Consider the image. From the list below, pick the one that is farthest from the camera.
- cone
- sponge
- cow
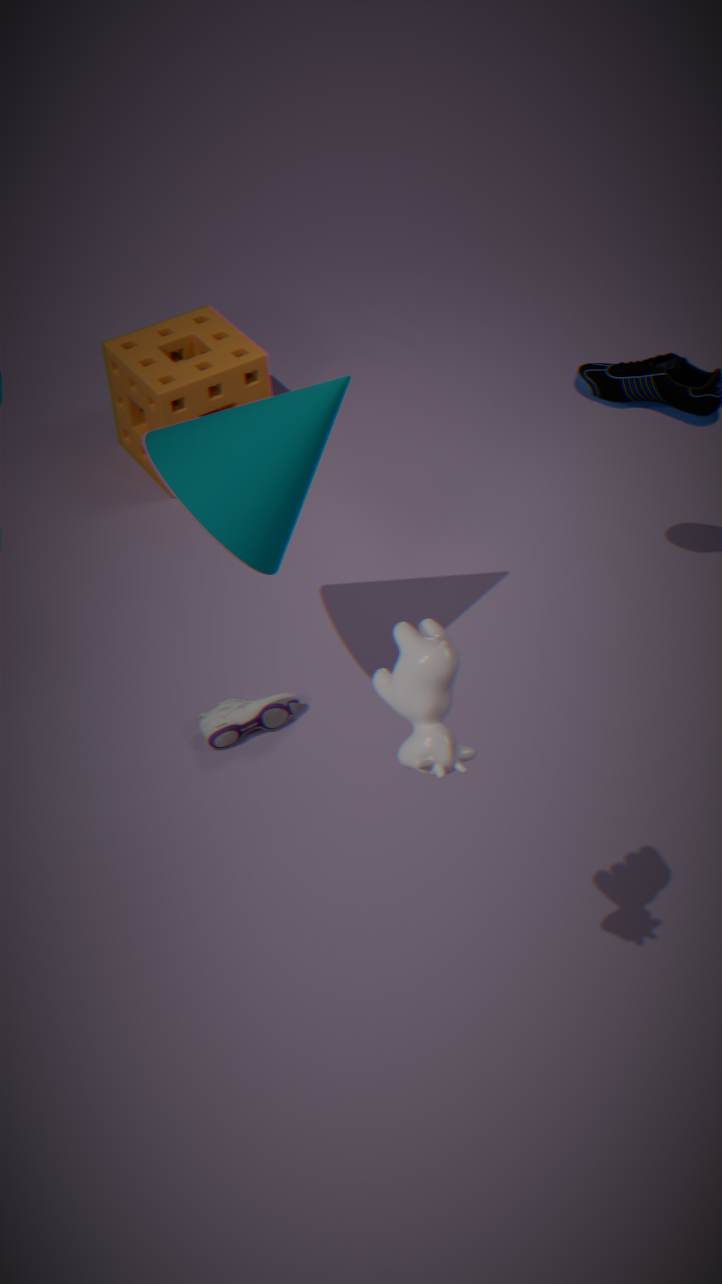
sponge
